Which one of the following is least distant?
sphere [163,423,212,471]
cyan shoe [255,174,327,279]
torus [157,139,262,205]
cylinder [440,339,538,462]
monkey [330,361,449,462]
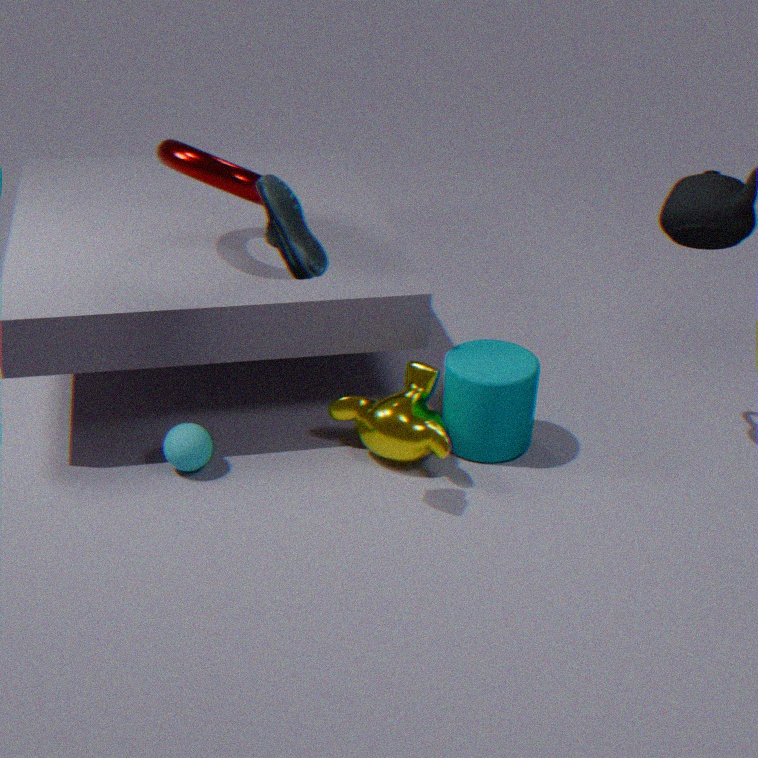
cyan shoe [255,174,327,279]
